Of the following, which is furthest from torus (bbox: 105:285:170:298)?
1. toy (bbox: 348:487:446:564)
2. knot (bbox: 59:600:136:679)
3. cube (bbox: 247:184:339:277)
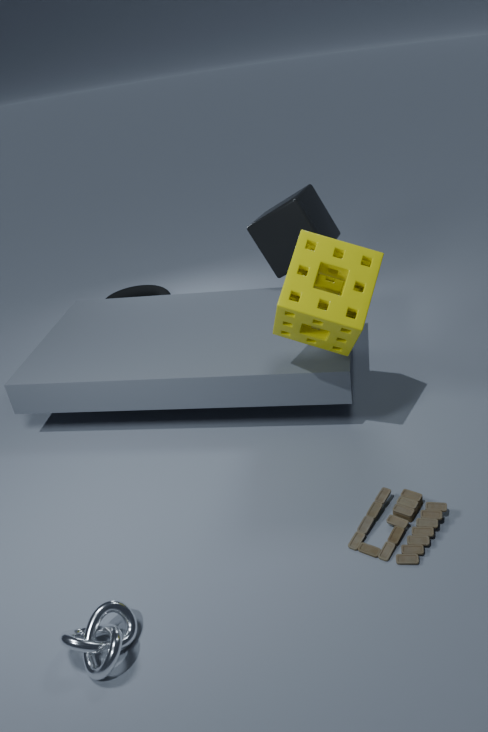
knot (bbox: 59:600:136:679)
